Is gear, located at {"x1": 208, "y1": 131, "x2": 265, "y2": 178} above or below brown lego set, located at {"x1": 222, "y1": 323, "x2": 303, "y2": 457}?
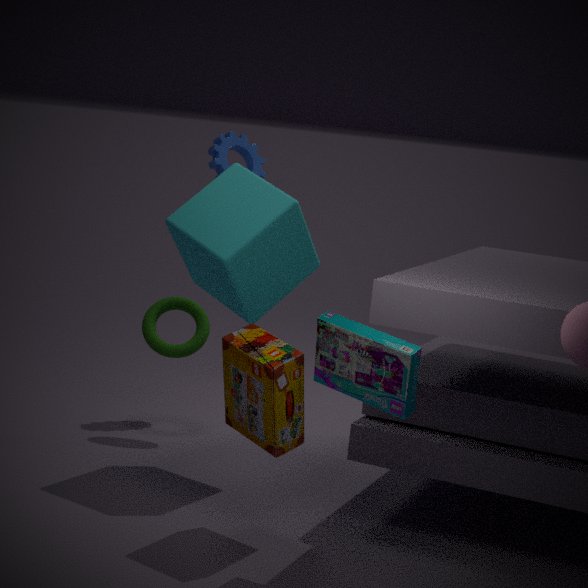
above
